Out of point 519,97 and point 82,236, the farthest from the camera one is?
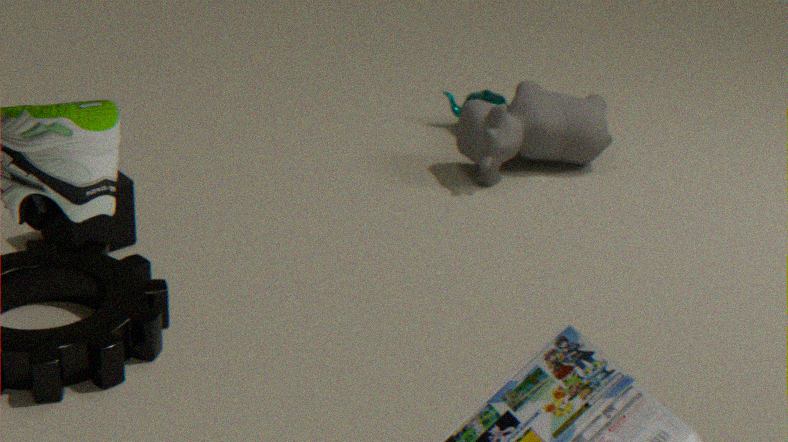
point 519,97
